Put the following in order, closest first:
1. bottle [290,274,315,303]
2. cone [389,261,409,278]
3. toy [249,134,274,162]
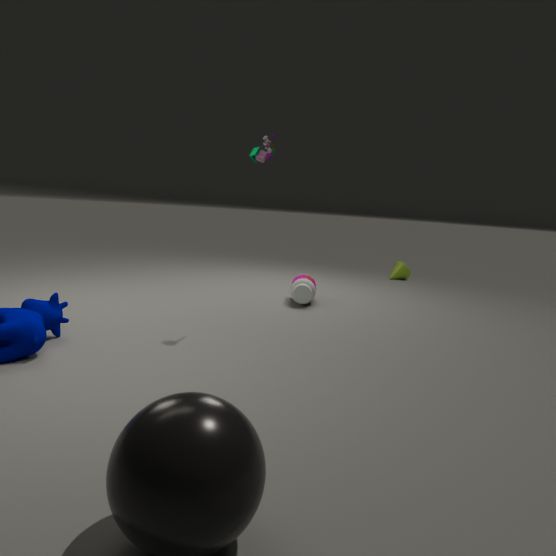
toy [249,134,274,162] < bottle [290,274,315,303] < cone [389,261,409,278]
